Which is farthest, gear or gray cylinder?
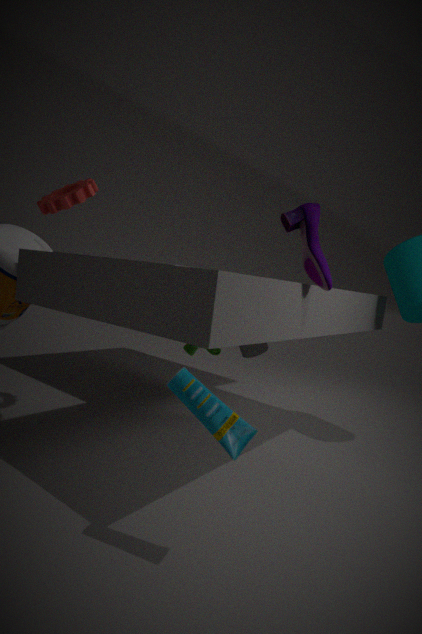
gray cylinder
